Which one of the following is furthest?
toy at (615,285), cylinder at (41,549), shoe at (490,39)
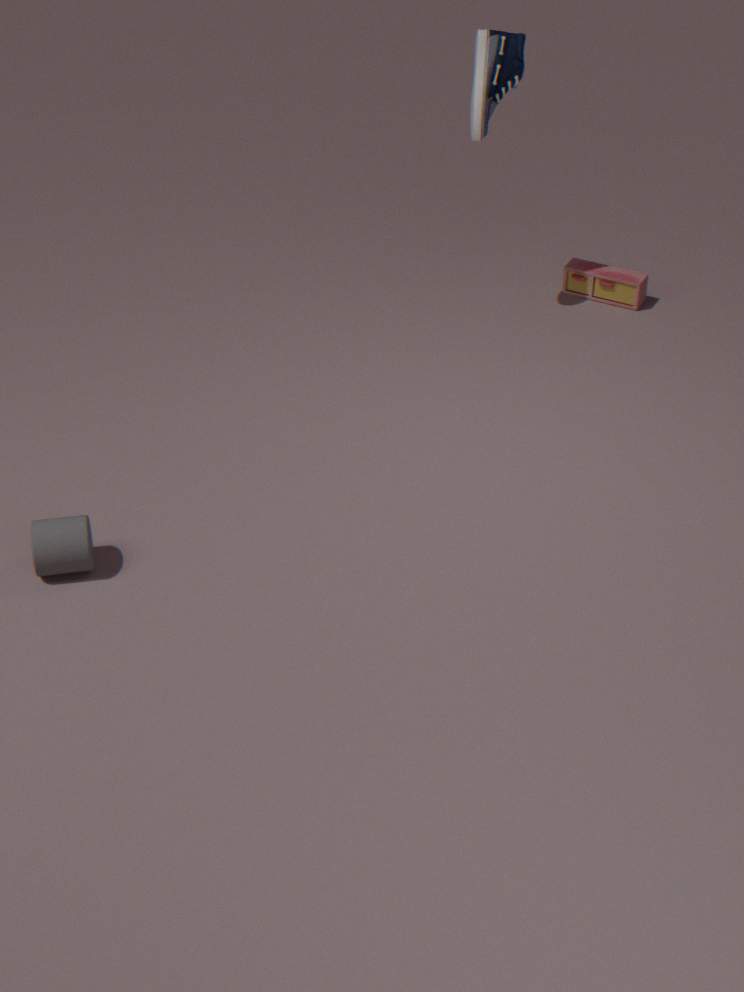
toy at (615,285)
